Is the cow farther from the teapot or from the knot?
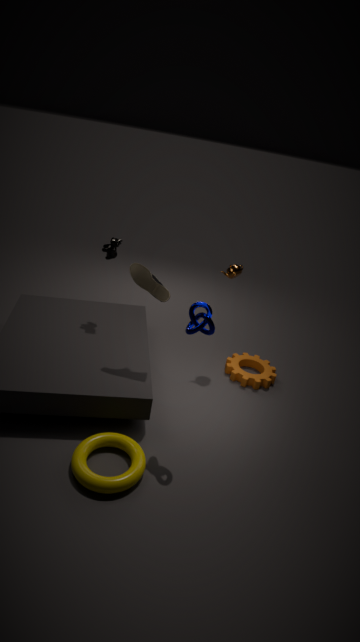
the knot
